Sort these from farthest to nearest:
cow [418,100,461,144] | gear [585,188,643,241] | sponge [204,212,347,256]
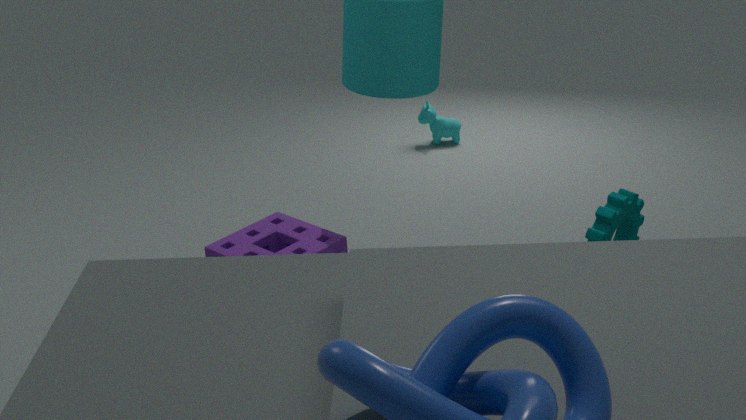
cow [418,100,461,144] → sponge [204,212,347,256] → gear [585,188,643,241]
